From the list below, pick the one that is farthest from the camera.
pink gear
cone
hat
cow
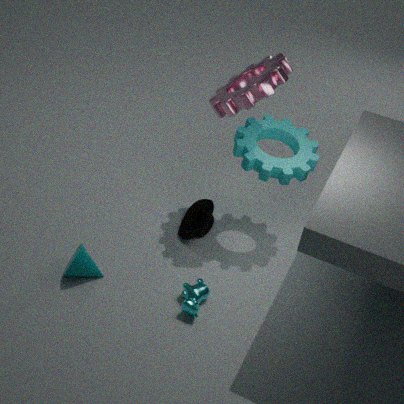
hat
